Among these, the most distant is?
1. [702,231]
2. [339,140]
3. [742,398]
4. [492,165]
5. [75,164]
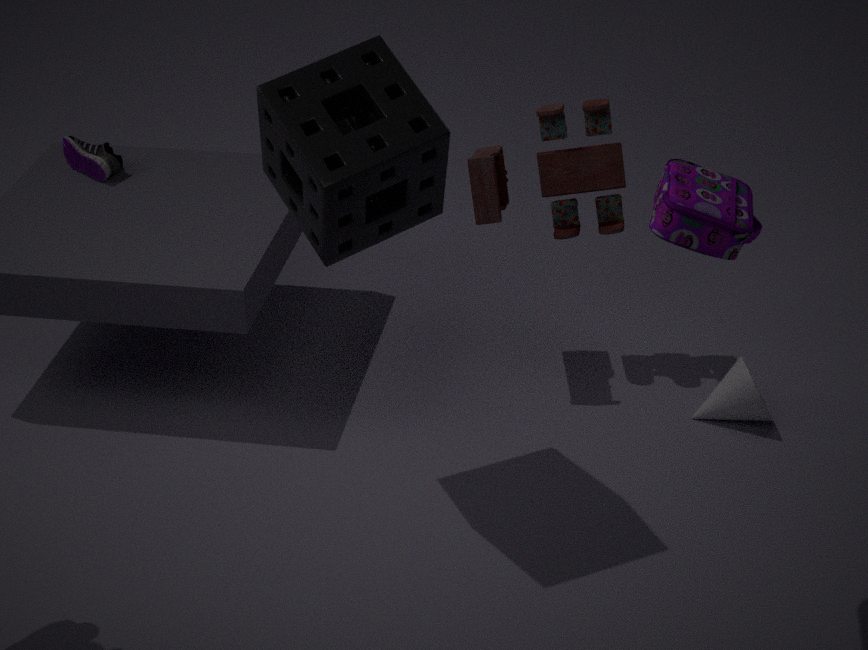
[75,164]
